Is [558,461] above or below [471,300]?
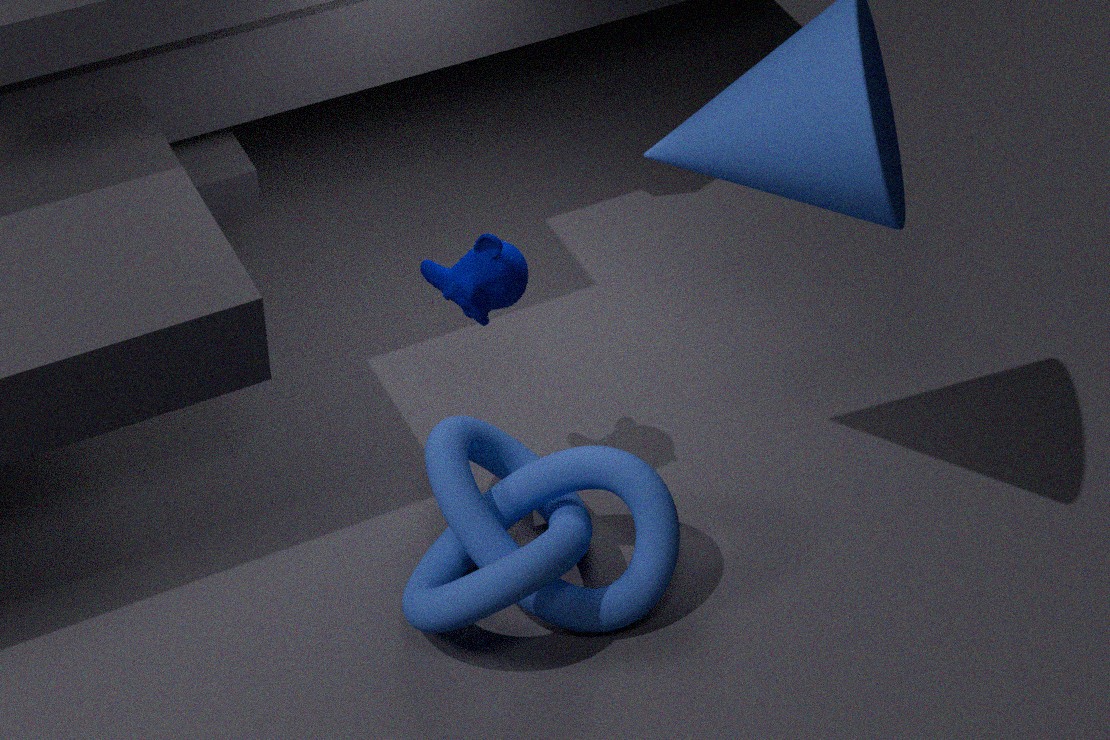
below
